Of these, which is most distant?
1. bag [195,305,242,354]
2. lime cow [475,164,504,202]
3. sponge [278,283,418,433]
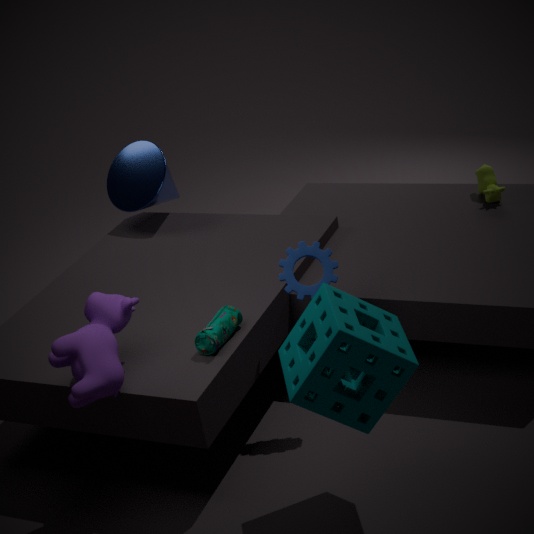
lime cow [475,164,504,202]
